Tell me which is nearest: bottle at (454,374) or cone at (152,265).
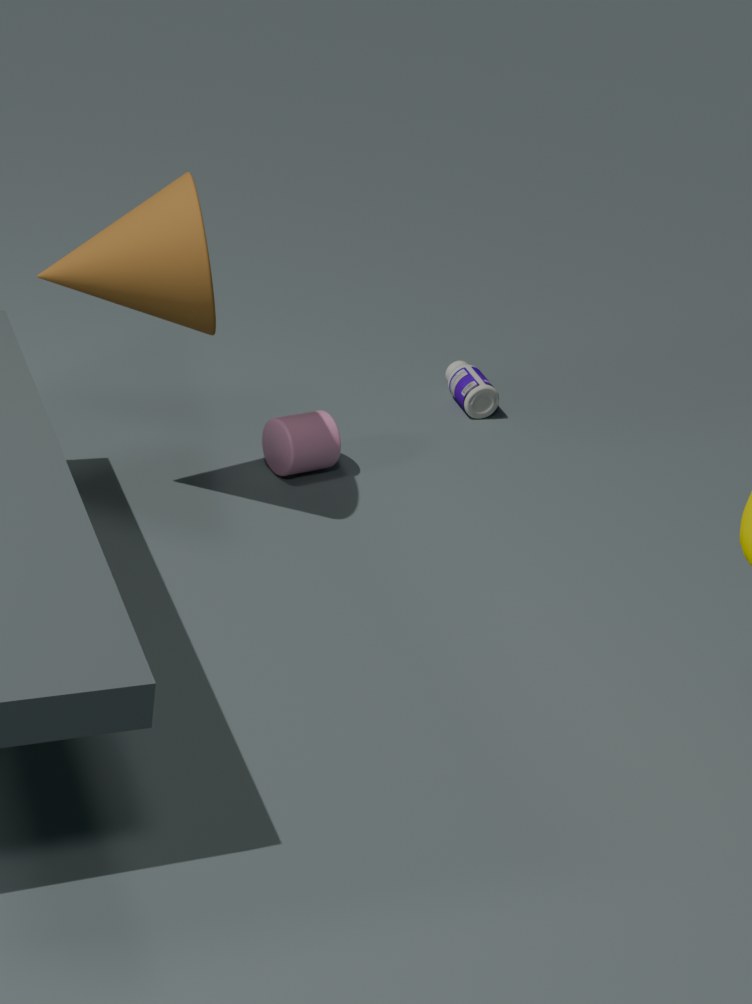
cone at (152,265)
